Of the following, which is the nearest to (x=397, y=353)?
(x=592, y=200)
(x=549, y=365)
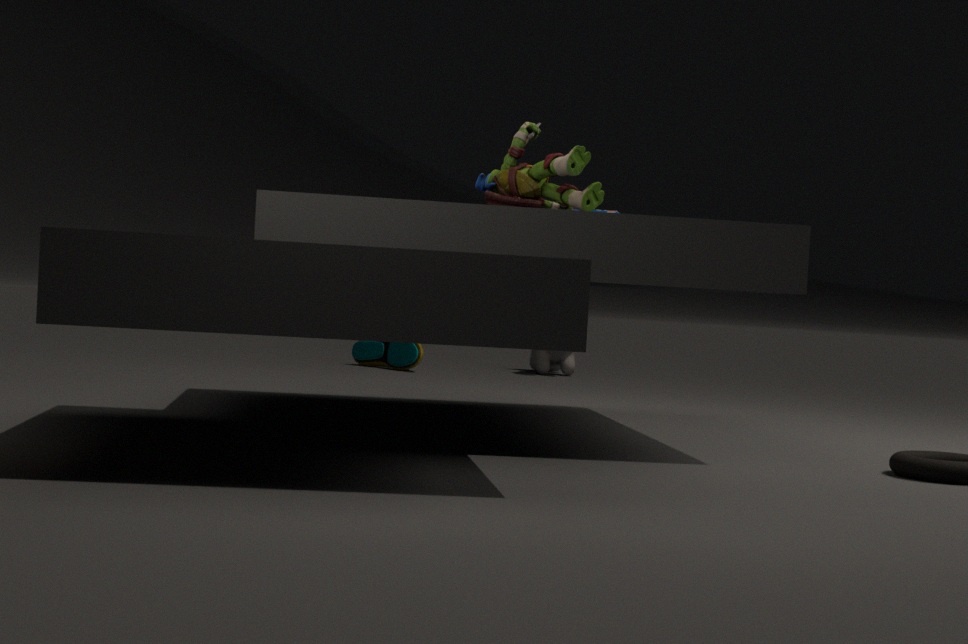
(x=549, y=365)
